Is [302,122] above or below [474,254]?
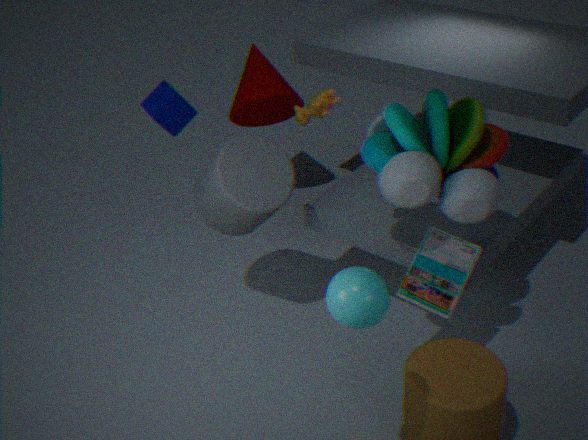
above
